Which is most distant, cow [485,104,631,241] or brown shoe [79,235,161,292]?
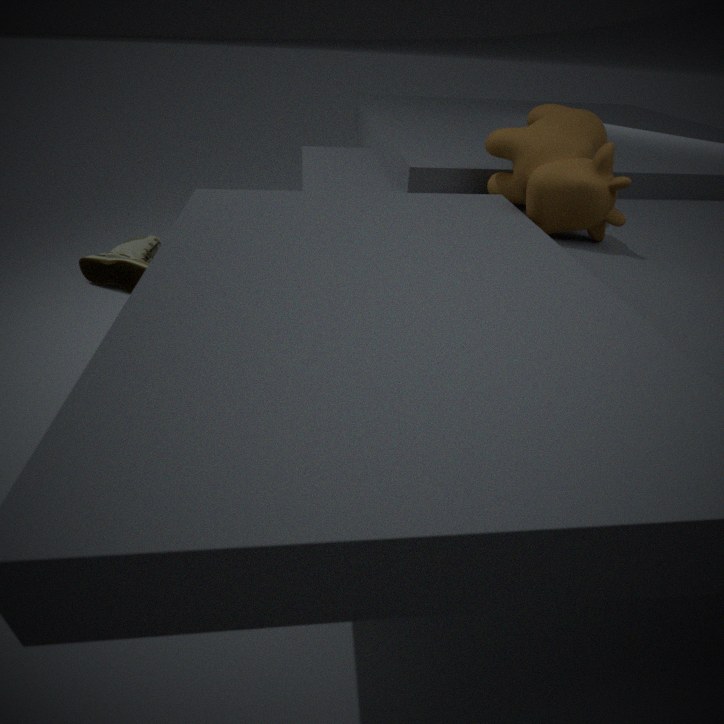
brown shoe [79,235,161,292]
